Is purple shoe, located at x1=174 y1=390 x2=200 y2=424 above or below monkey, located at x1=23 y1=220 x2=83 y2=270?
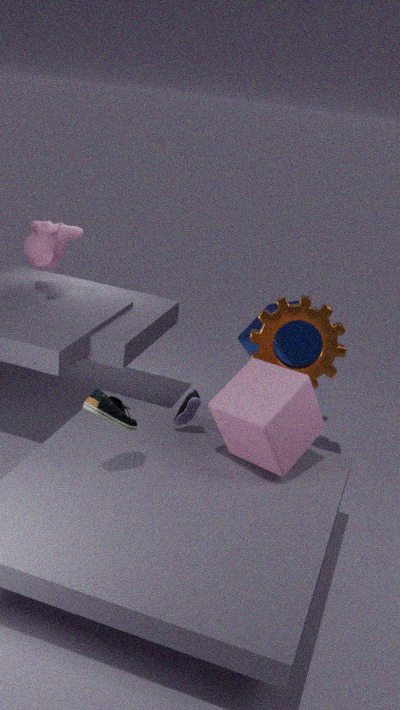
below
